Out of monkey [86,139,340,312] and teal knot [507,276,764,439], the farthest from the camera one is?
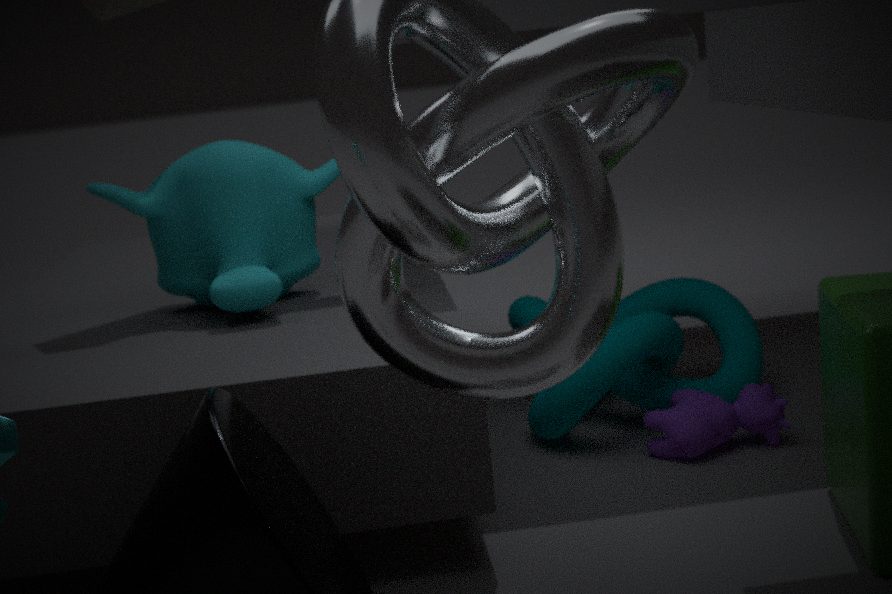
teal knot [507,276,764,439]
